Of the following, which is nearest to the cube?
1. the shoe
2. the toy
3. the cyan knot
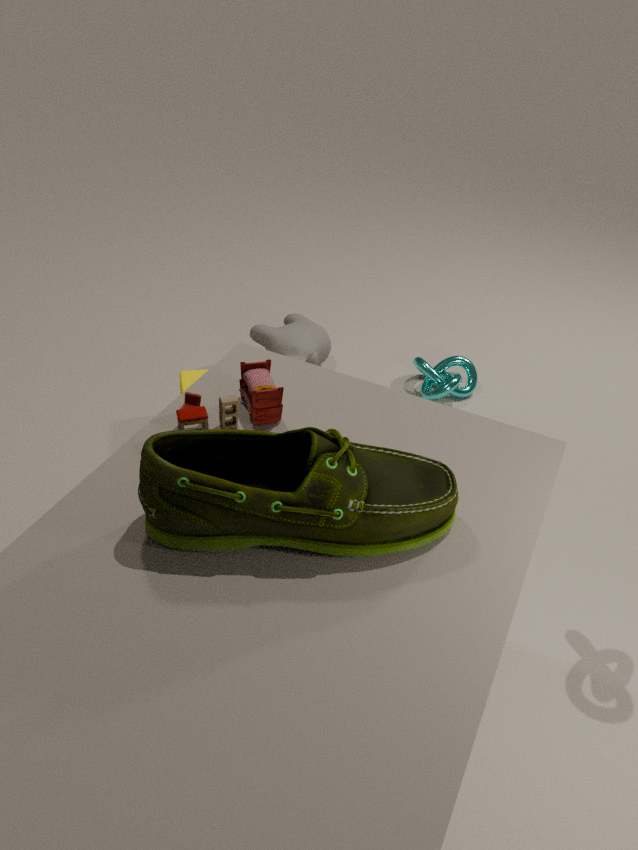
the cyan knot
